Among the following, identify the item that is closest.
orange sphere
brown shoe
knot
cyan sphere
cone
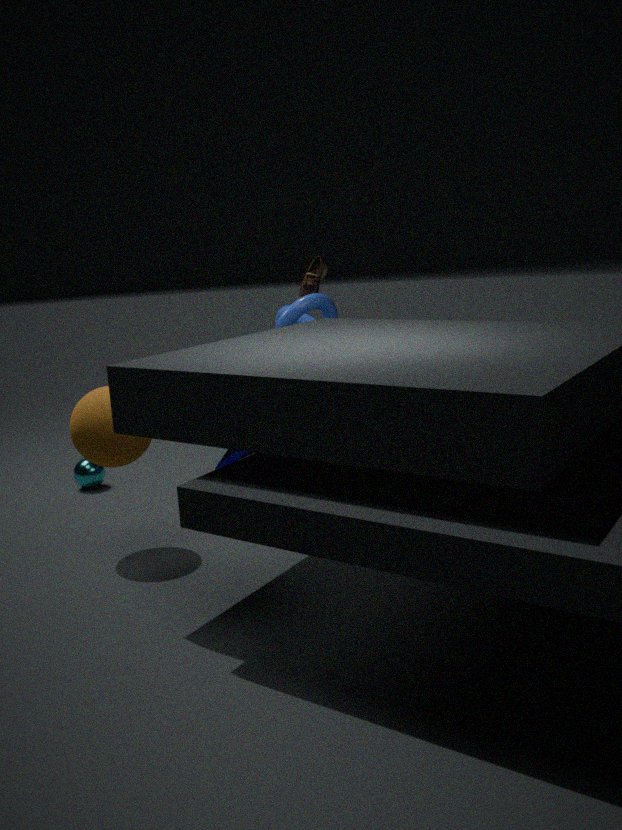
orange sphere
